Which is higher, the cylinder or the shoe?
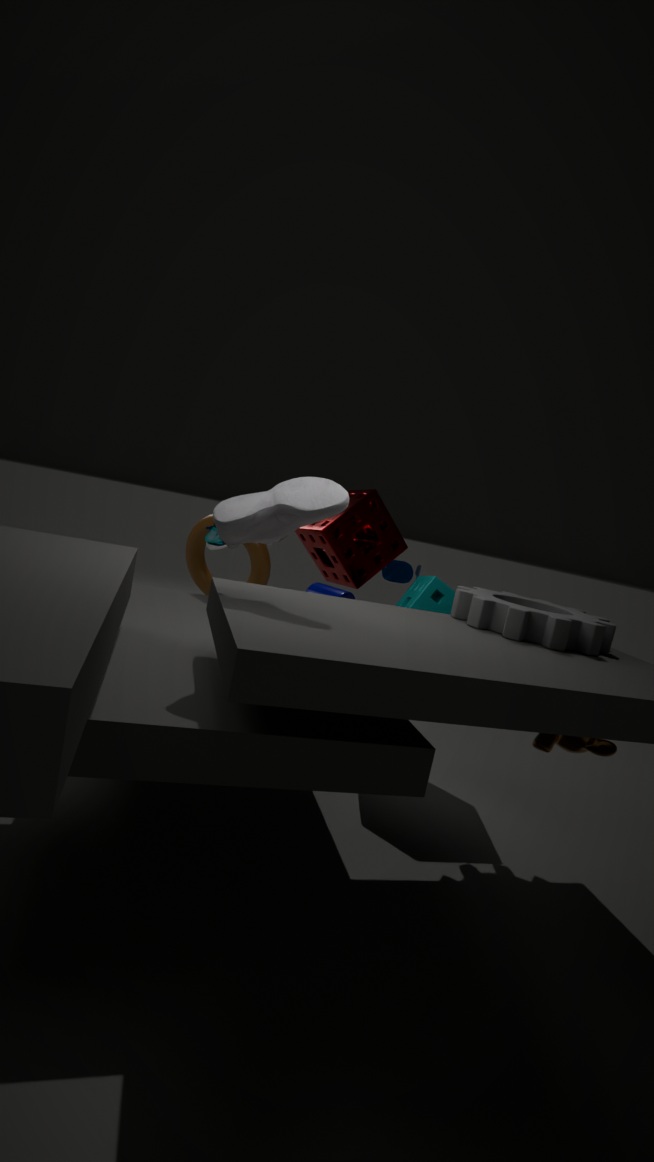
the shoe
